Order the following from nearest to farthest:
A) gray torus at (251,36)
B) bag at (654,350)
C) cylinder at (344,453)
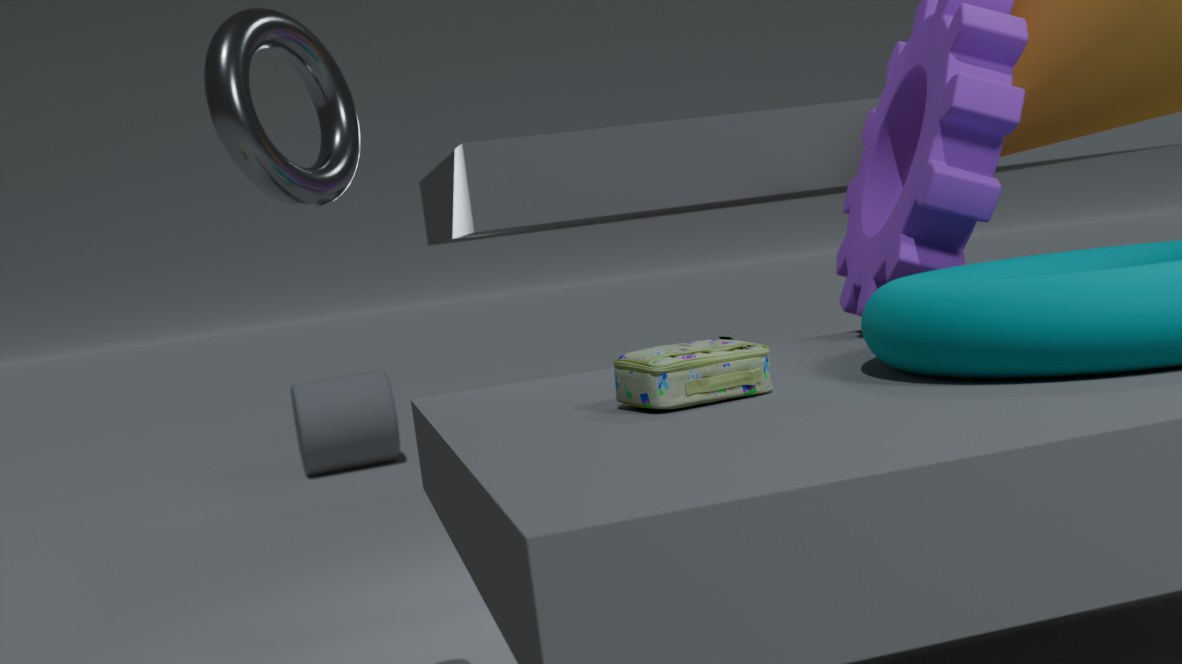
bag at (654,350) → gray torus at (251,36) → cylinder at (344,453)
